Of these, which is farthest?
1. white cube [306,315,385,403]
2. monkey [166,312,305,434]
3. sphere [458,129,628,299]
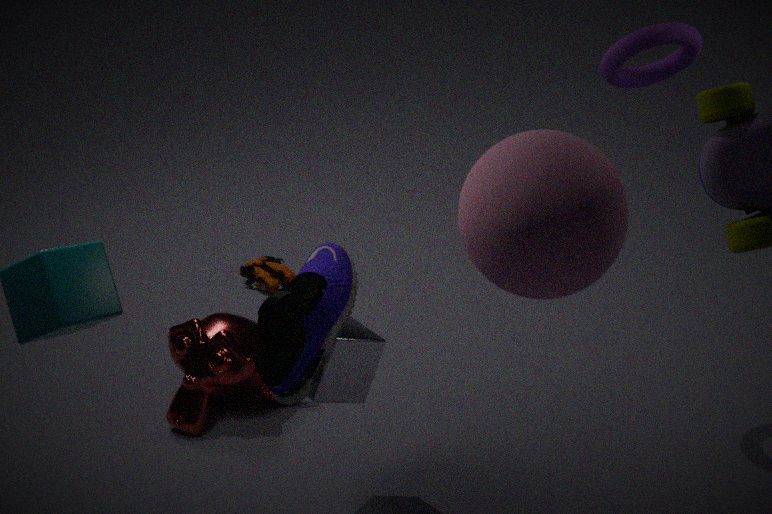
monkey [166,312,305,434]
